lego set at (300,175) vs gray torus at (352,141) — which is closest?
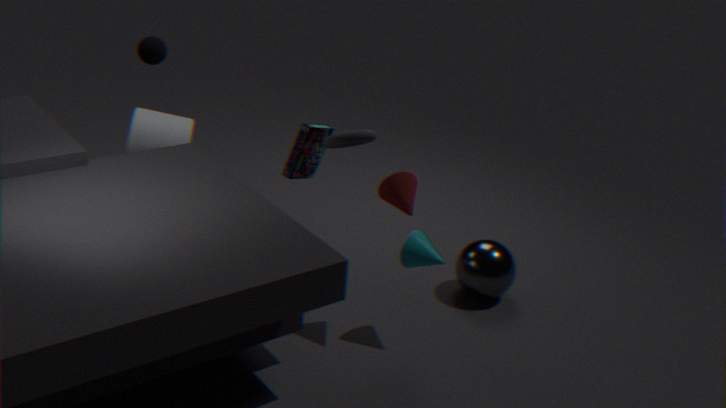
gray torus at (352,141)
